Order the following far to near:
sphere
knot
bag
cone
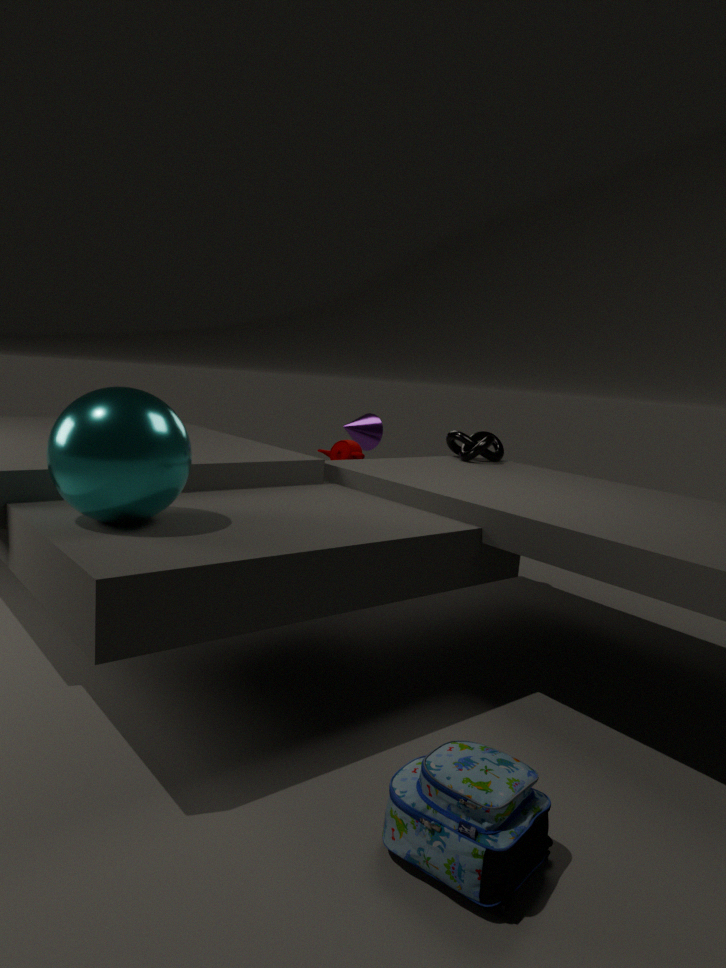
cone → knot → sphere → bag
